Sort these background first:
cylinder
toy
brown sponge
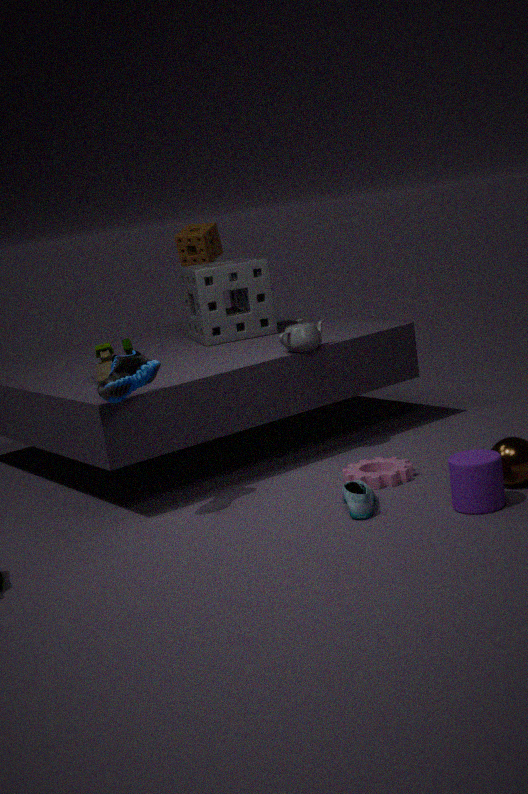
brown sponge < toy < cylinder
